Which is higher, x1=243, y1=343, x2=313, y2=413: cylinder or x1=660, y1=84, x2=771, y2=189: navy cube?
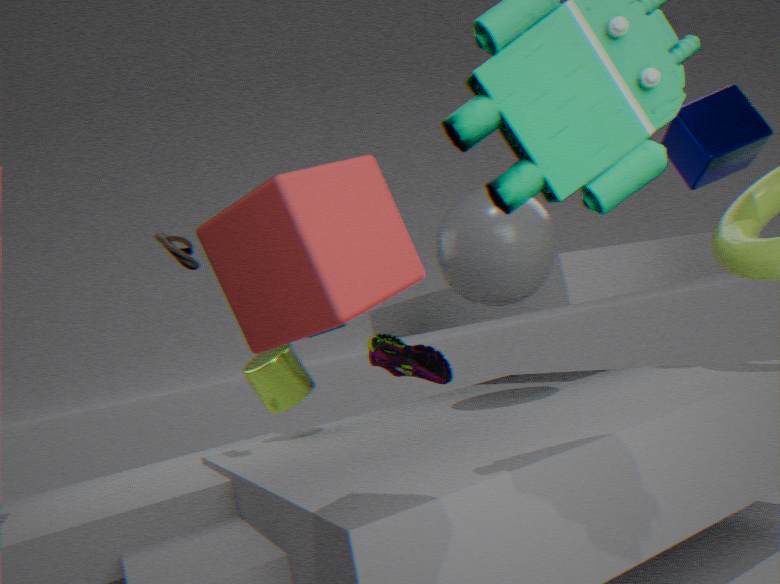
x1=660, y1=84, x2=771, y2=189: navy cube
